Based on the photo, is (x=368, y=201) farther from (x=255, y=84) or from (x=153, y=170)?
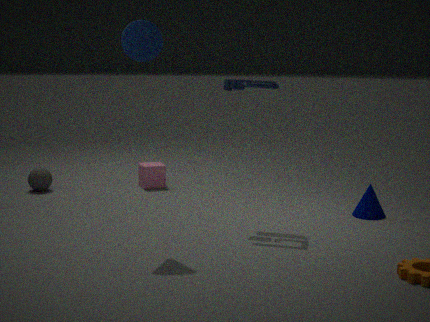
Answer: (x=153, y=170)
